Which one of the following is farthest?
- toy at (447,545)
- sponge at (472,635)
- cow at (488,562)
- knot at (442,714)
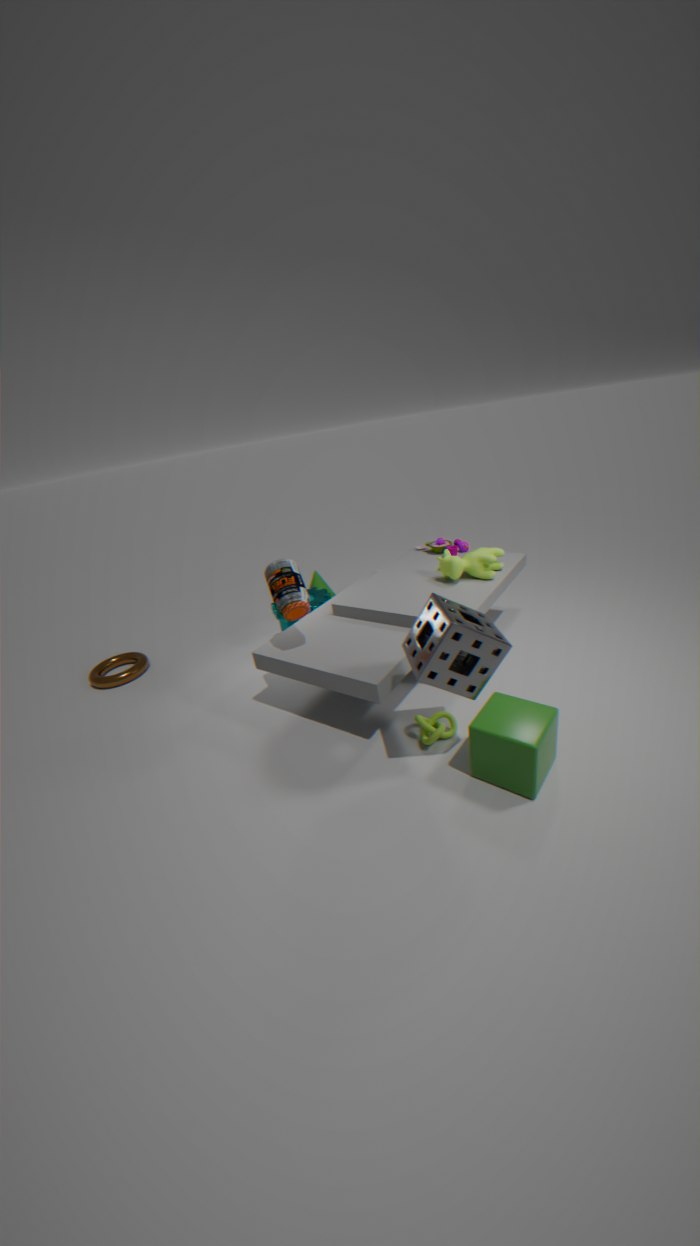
toy at (447,545)
